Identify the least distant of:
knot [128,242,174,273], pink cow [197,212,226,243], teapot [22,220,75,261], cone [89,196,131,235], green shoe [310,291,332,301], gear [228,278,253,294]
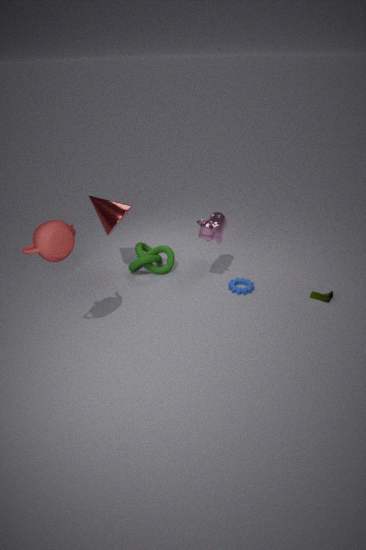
teapot [22,220,75,261]
